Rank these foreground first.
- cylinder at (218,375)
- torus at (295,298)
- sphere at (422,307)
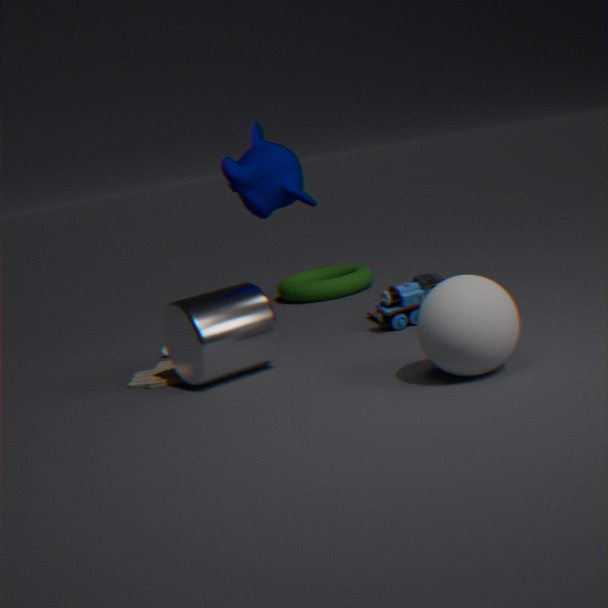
sphere at (422,307) → cylinder at (218,375) → torus at (295,298)
